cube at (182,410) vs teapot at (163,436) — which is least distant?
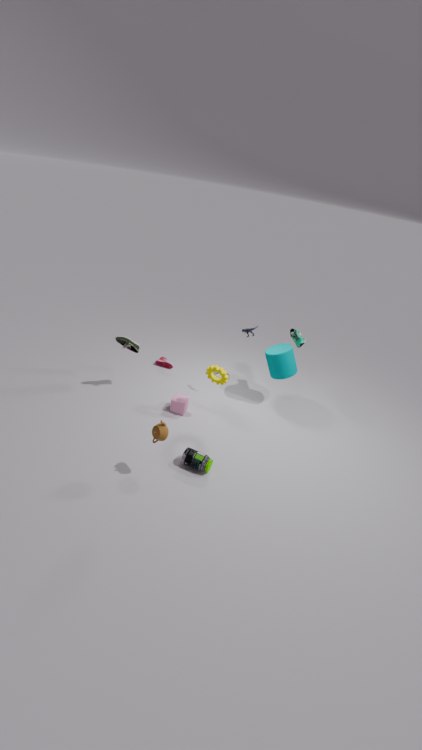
teapot at (163,436)
